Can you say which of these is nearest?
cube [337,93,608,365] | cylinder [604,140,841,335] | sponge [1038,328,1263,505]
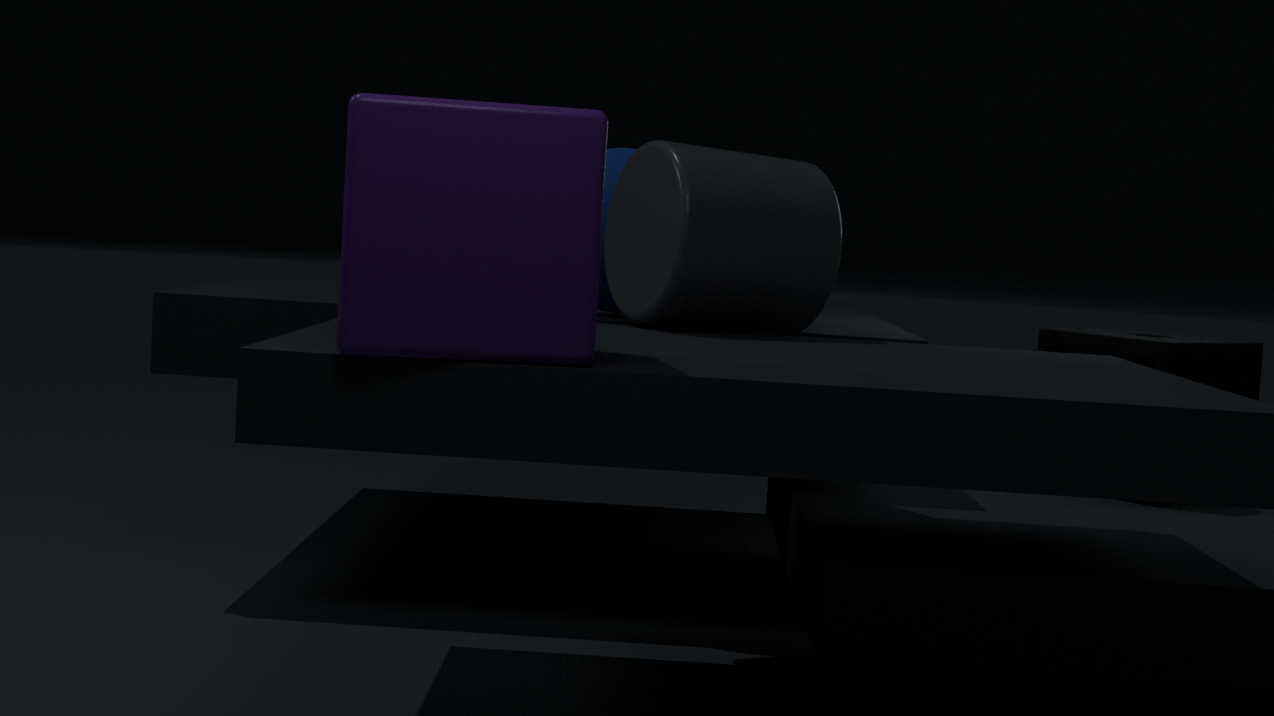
cube [337,93,608,365]
